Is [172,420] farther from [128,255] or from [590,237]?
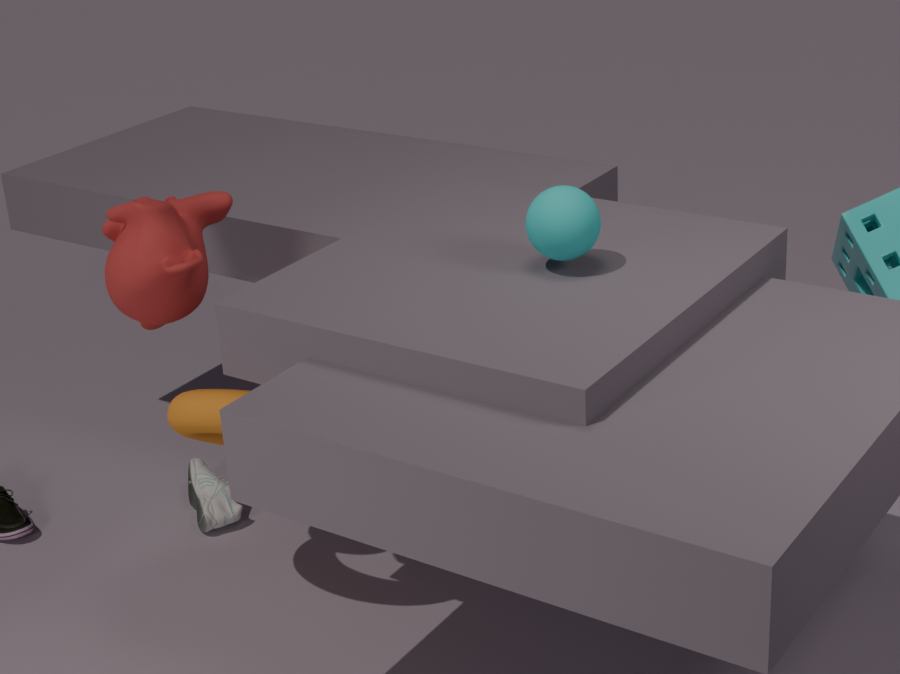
[590,237]
